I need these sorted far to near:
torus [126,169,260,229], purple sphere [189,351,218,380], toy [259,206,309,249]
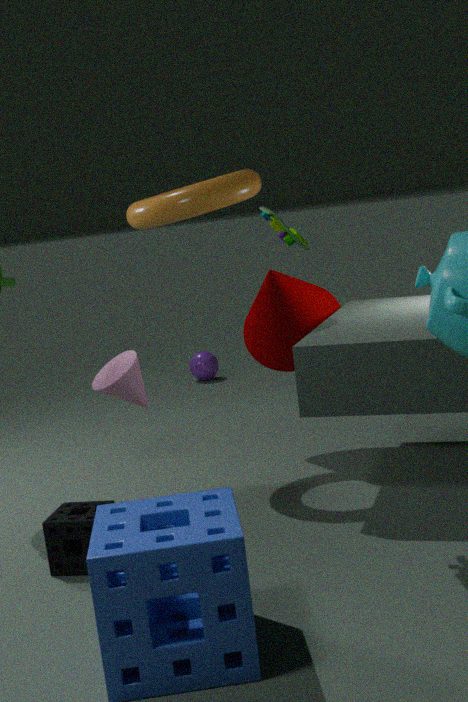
purple sphere [189,351,218,380], torus [126,169,260,229], toy [259,206,309,249]
